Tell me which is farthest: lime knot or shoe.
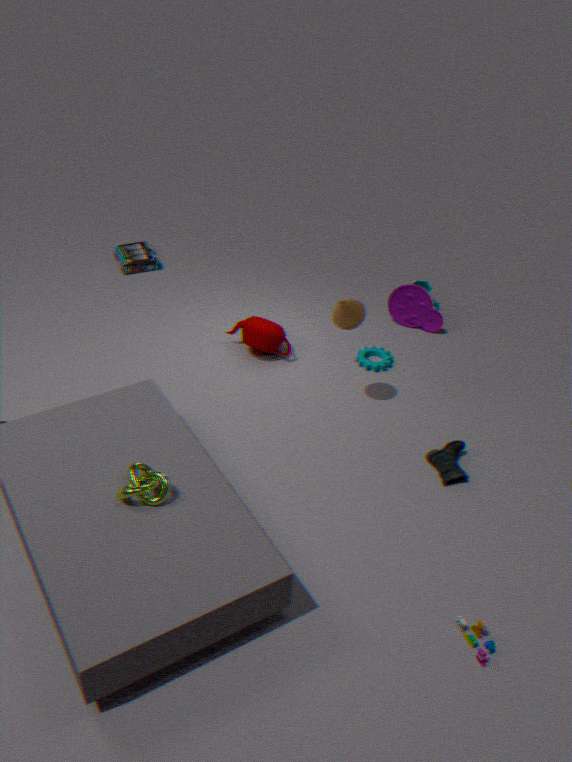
shoe
